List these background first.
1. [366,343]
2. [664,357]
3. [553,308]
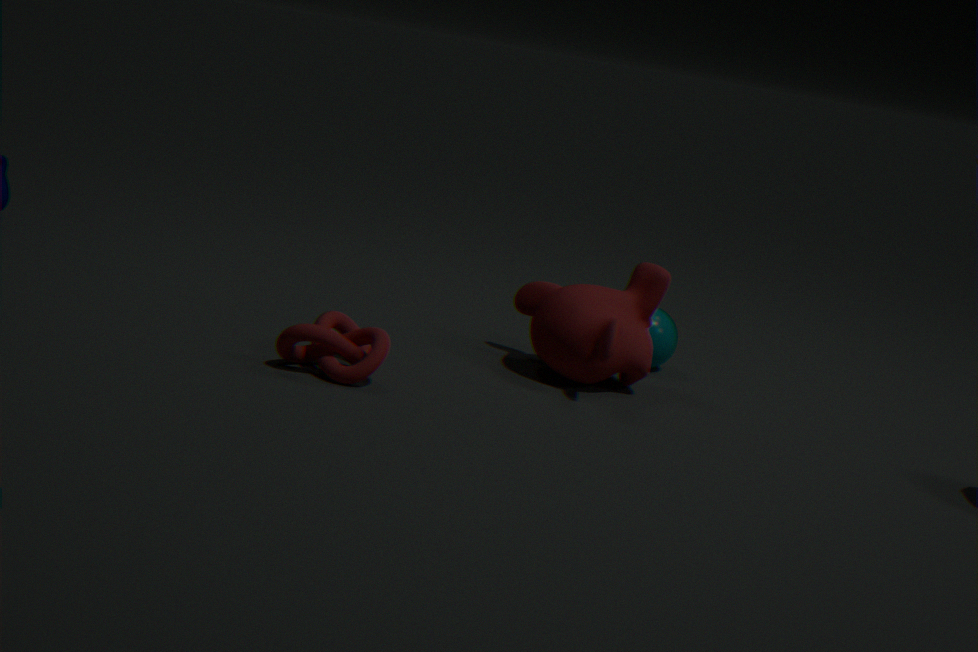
[664,357] → [553,308] → [366,343]
